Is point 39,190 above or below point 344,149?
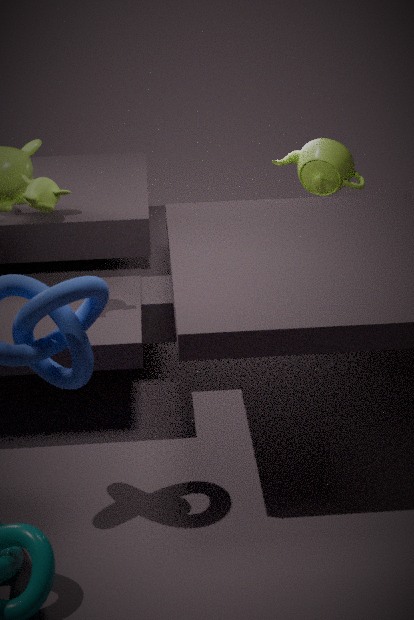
above
